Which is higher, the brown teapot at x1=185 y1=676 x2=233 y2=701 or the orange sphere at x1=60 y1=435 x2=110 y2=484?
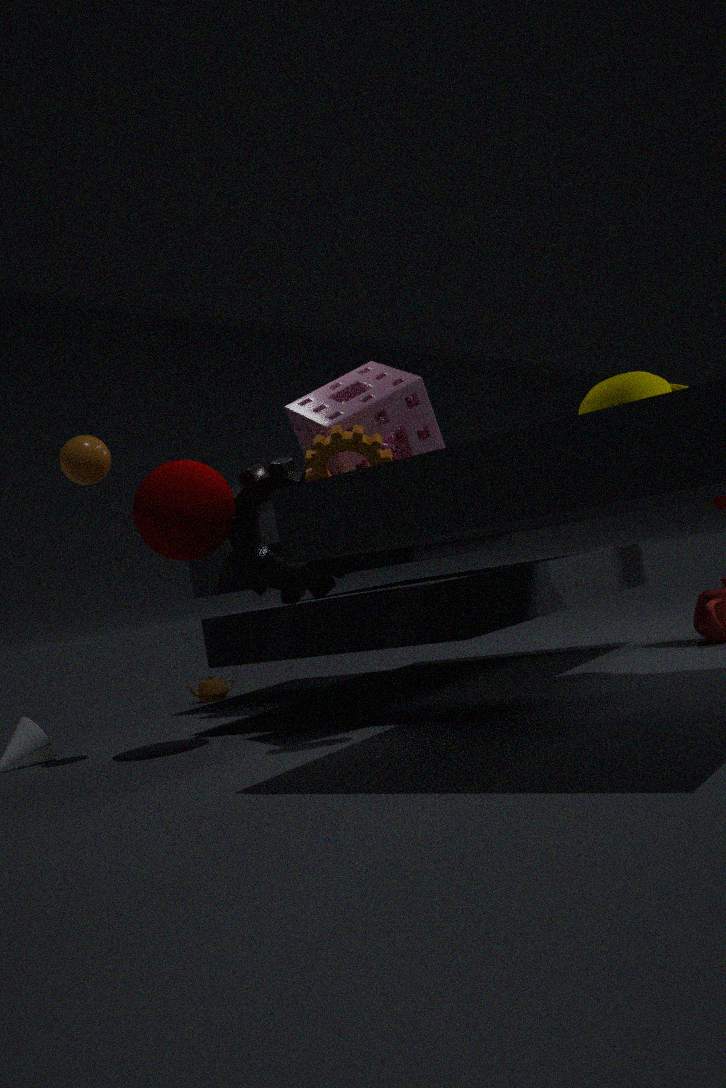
the orange sphere at x1=60 y1=435 x2=110 y2=484
